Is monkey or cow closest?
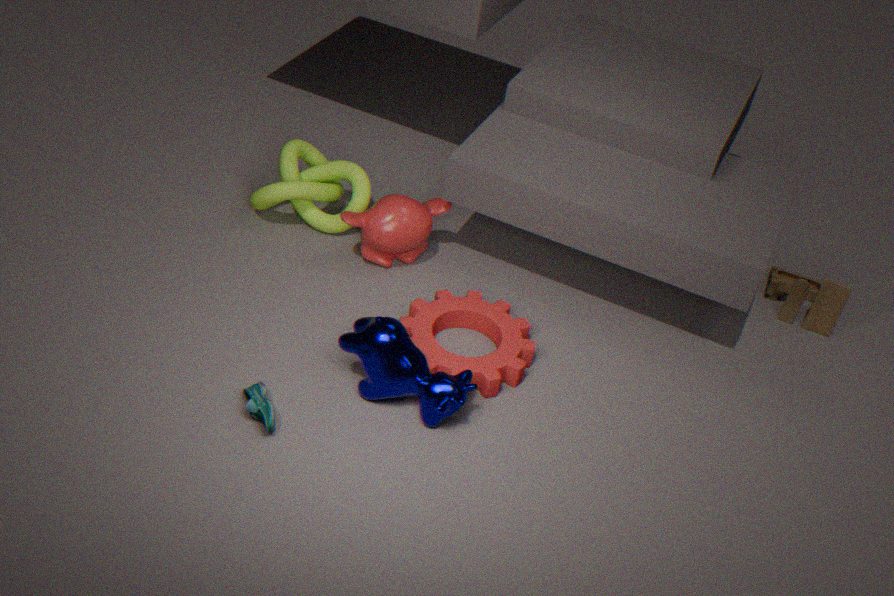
cow
